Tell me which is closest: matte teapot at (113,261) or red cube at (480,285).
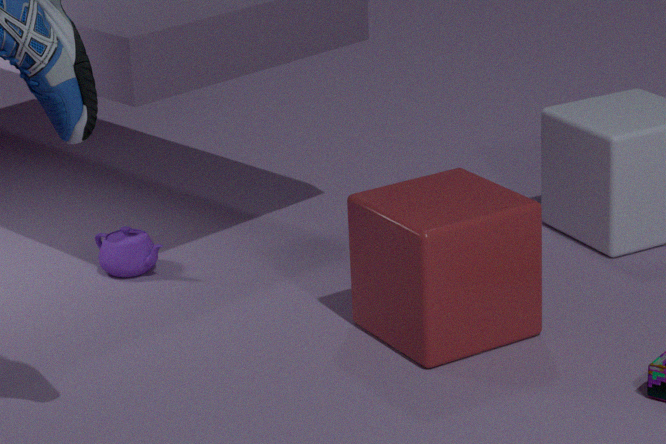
red cube at (480,285)
